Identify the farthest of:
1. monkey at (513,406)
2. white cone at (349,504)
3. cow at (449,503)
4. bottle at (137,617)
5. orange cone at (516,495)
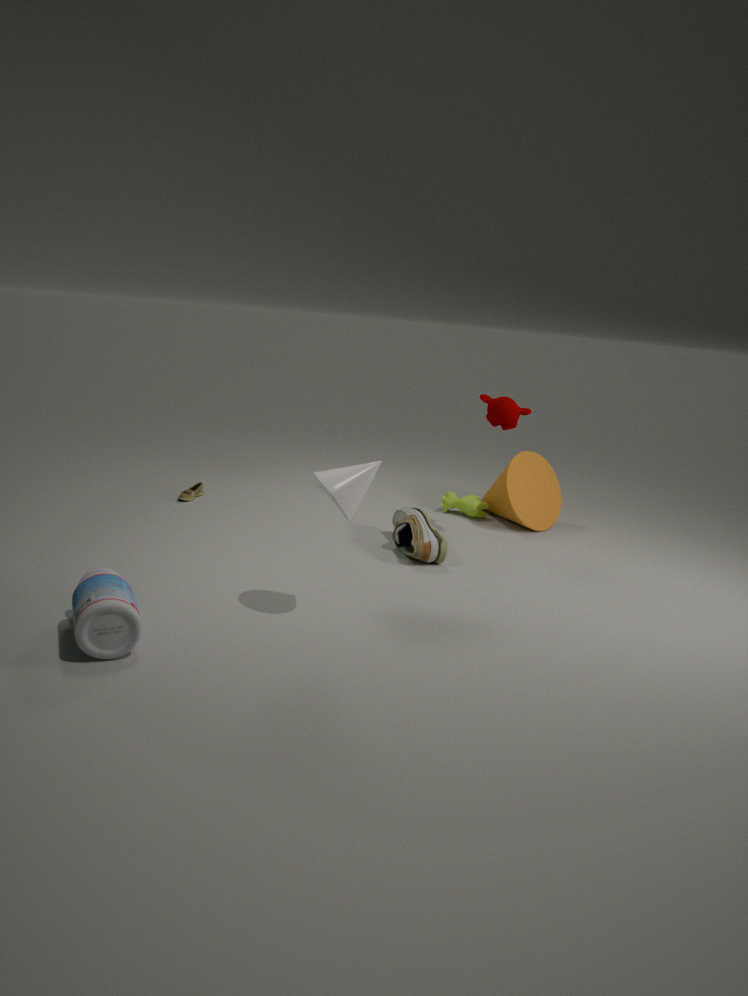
cow at (449,503)
